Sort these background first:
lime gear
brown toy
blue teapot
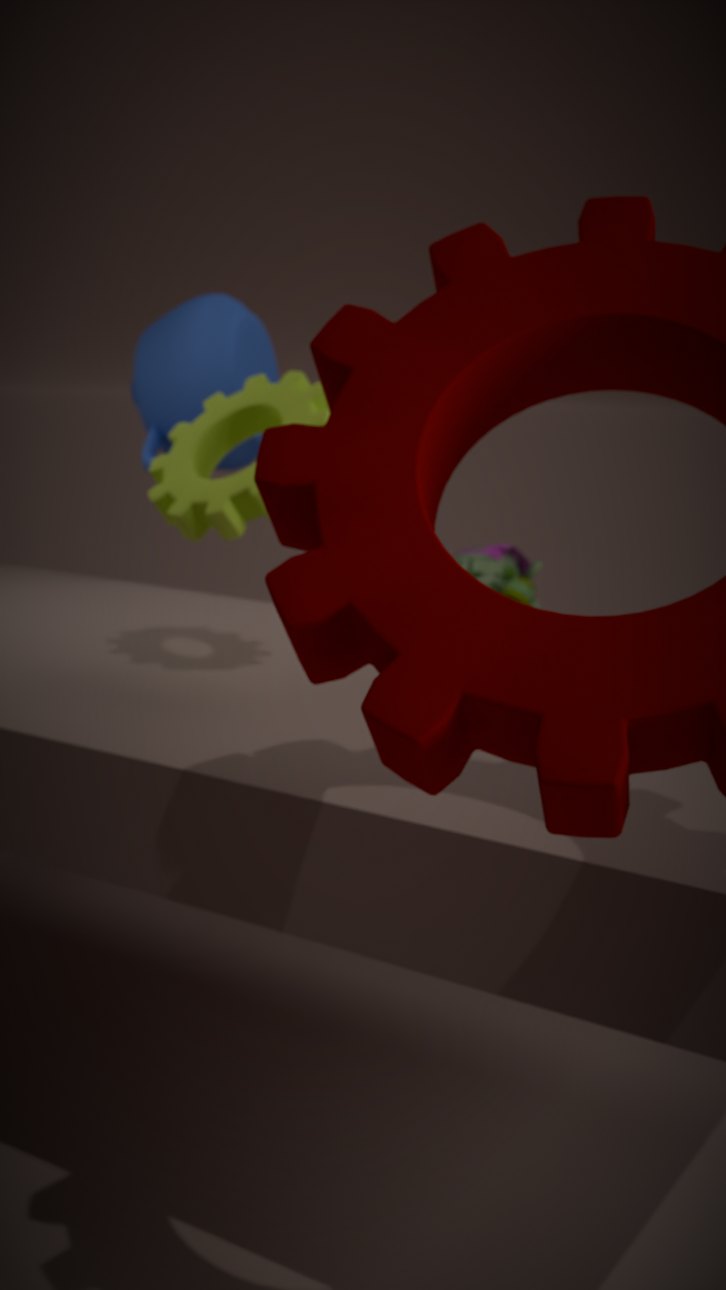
brown toy < blue teapot < lime gear
